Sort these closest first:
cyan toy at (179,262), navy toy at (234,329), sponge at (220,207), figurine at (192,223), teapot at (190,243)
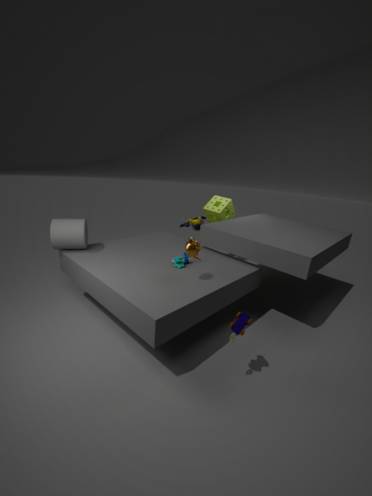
navy toy at (234,329) → teapot at (190,243) → cyan toy at (179,262) → figurine at (192,223) → sponge at (220,207)
